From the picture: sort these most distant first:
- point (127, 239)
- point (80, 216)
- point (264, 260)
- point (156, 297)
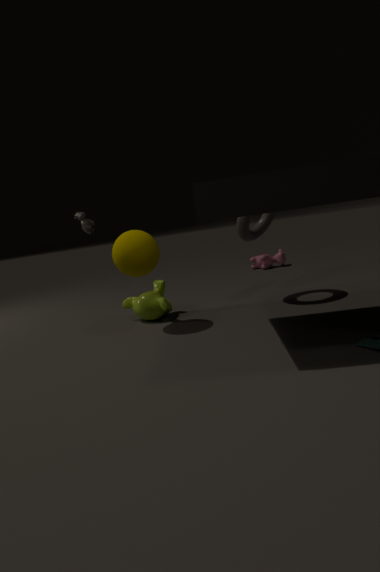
point (264, 260), point (80, 216), point (156, 297), point (127, 239)
